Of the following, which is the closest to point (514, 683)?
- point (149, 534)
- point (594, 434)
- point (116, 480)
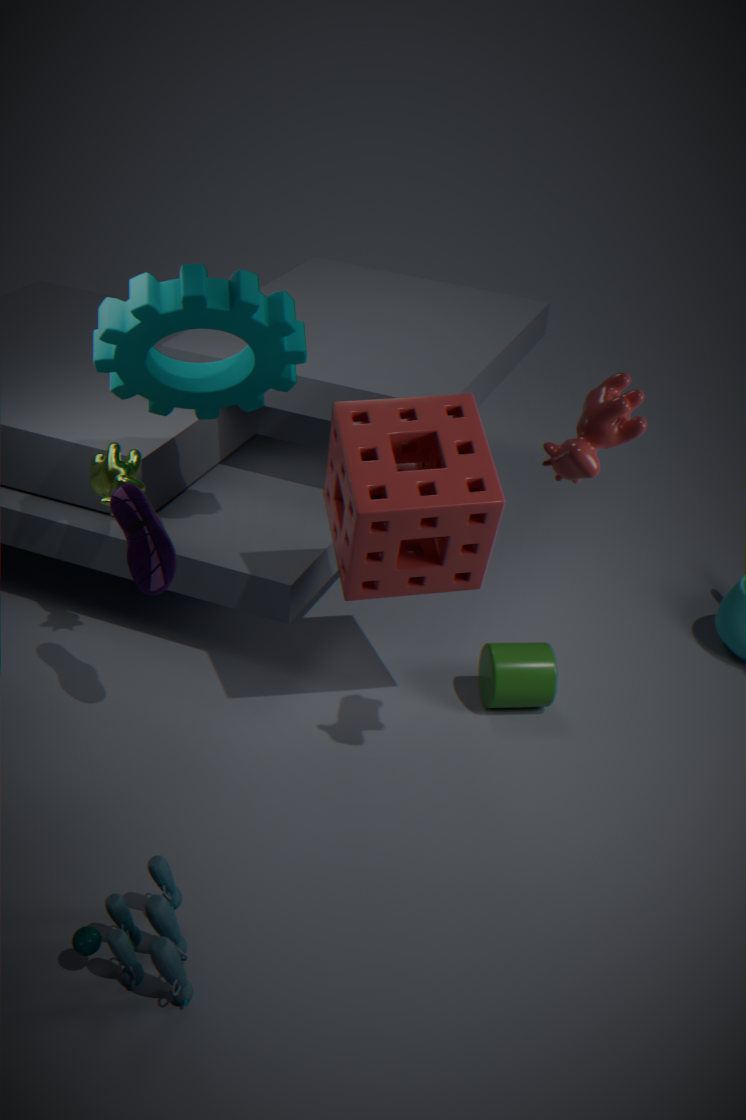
point (594, 434)
